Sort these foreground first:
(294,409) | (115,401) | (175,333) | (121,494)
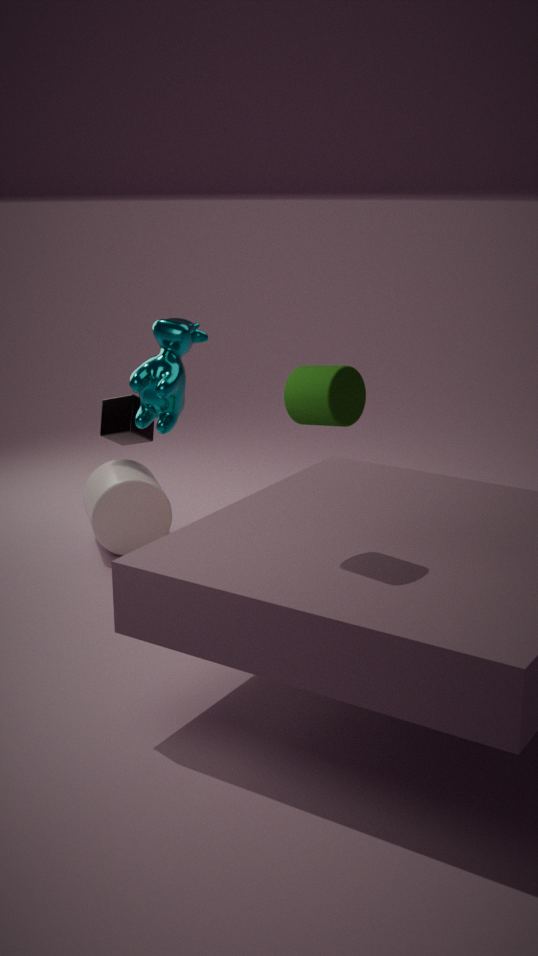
(294,409)
(175,333)
(121,494)
(115,401)
